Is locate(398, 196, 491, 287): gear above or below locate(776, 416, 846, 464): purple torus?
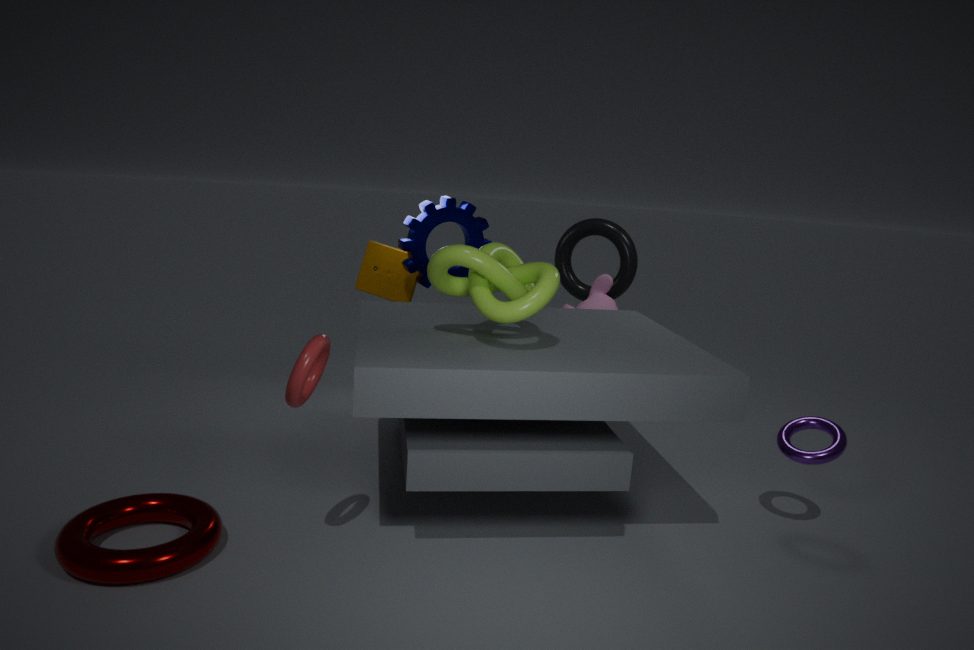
above
